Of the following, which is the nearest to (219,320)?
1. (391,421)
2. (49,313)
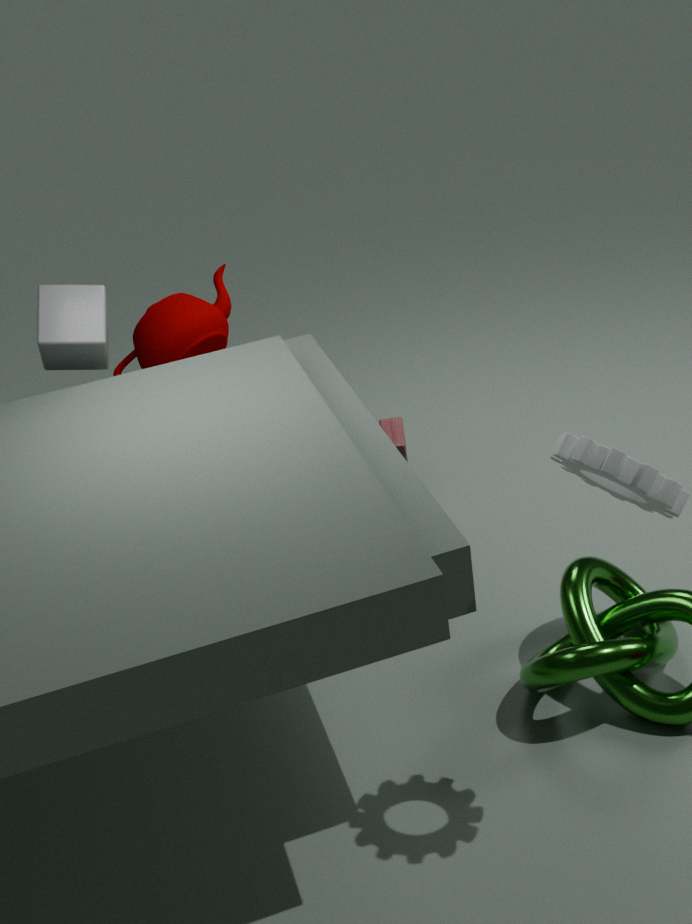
(49,313)
